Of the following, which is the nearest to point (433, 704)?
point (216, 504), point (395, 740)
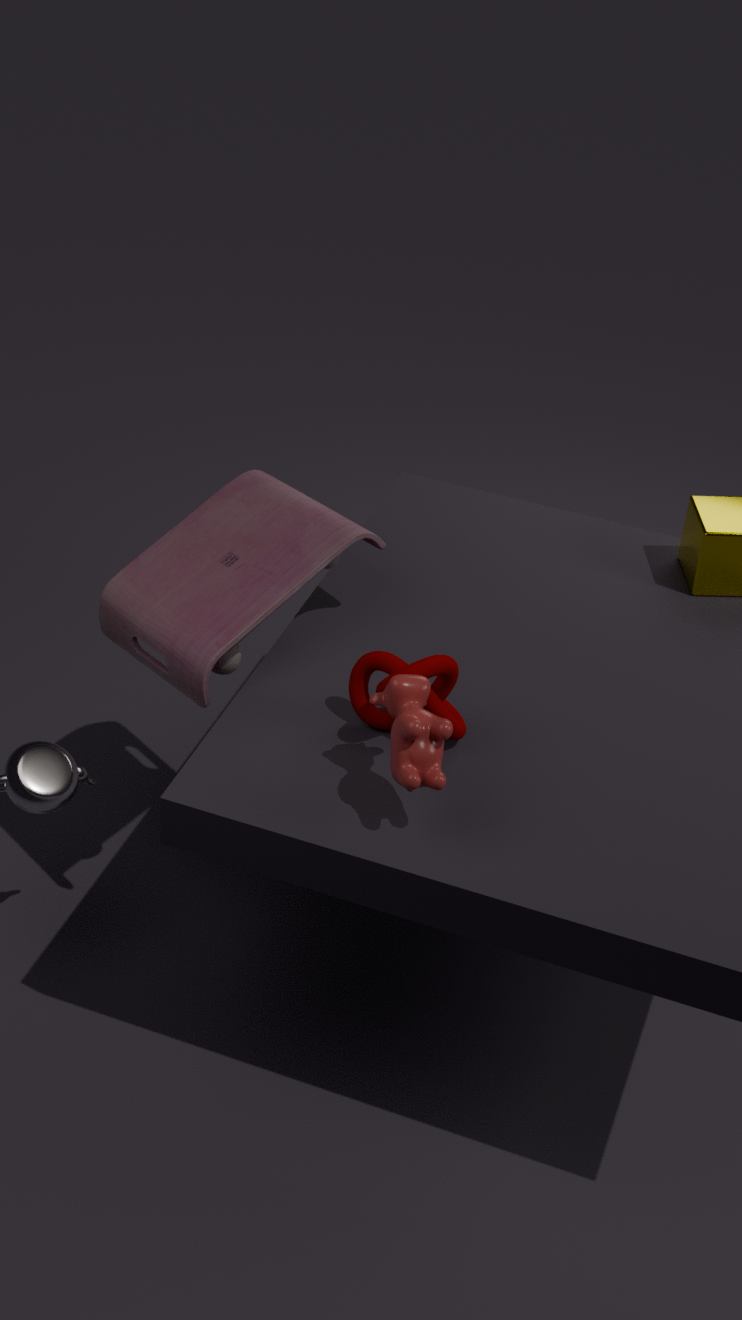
point (395, 740)
